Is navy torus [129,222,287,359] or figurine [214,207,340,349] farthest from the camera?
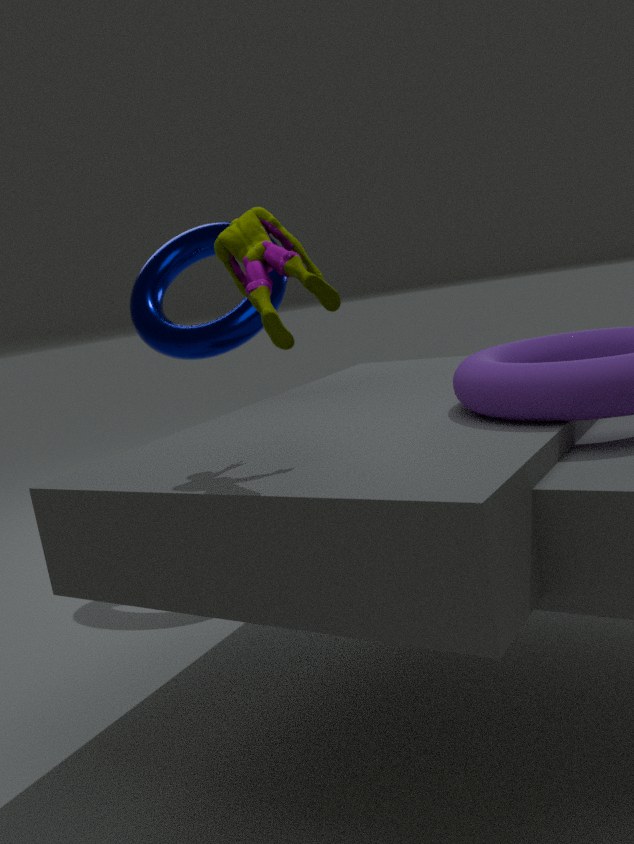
navy torus [129,222,287,359]
